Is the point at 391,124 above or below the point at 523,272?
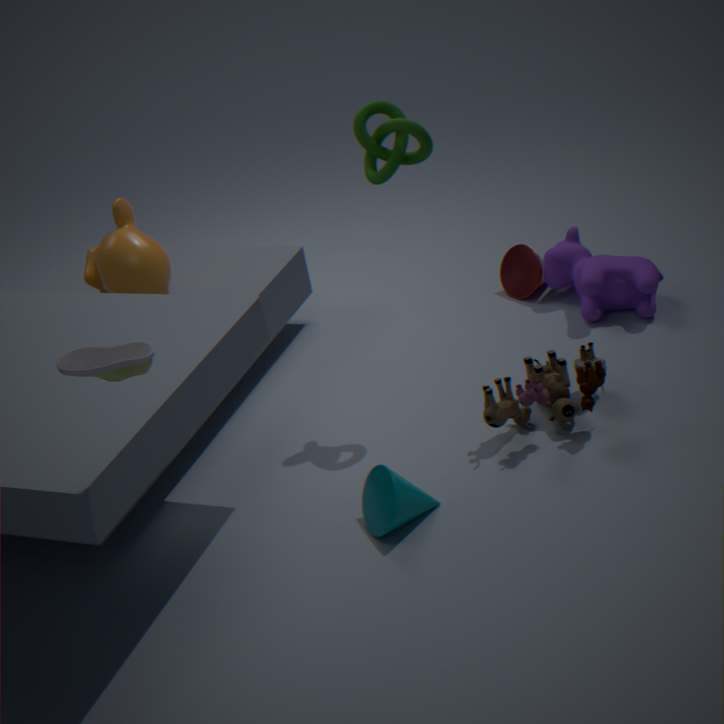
above
